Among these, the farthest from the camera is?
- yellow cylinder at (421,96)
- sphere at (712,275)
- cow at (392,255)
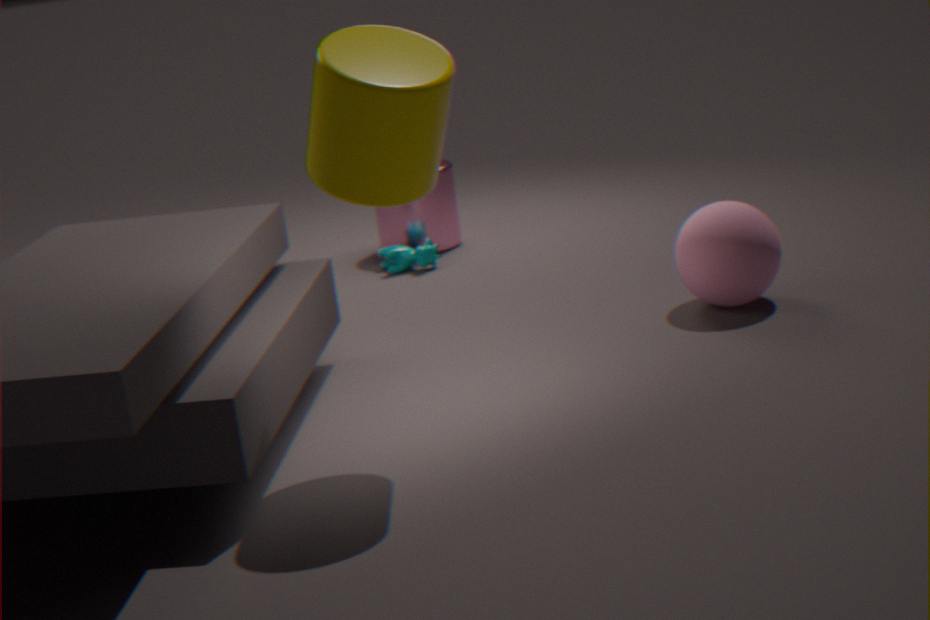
cow at (392,255)
